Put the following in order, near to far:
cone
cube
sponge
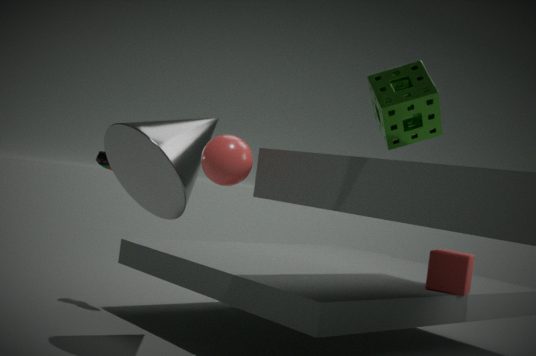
1. sponge
2. cone
3. cube
